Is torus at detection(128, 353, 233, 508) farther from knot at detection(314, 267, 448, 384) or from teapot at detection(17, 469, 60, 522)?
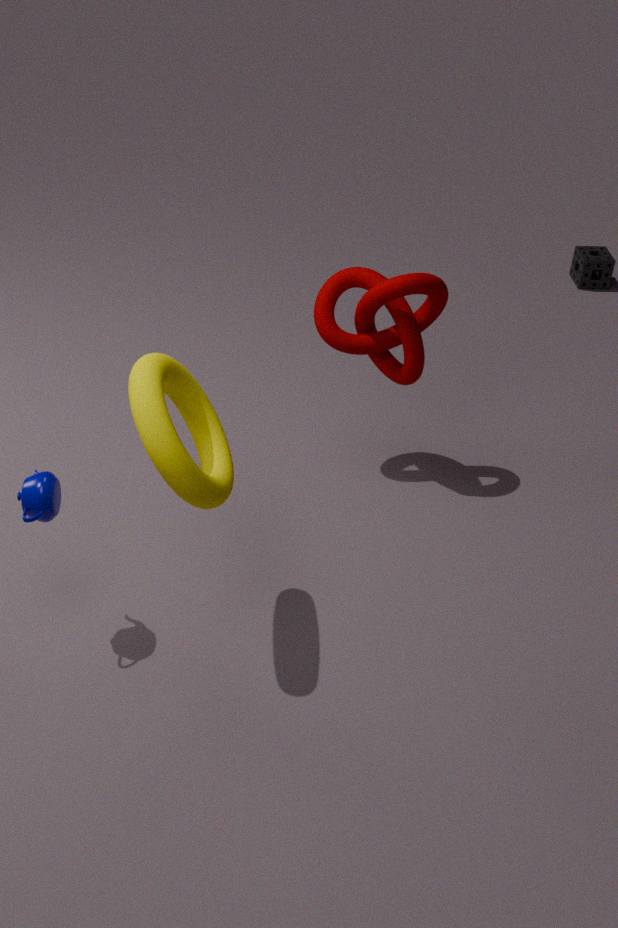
knot at detection(314, 267, 448, 384)
